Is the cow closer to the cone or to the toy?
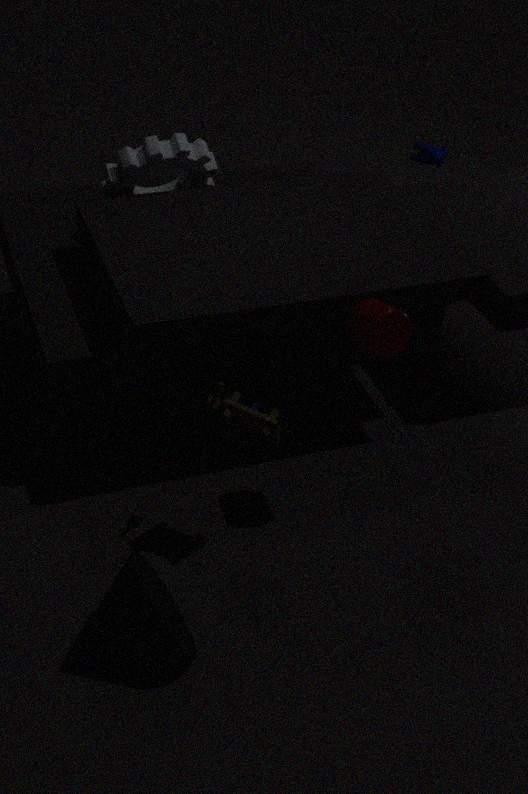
the toy
